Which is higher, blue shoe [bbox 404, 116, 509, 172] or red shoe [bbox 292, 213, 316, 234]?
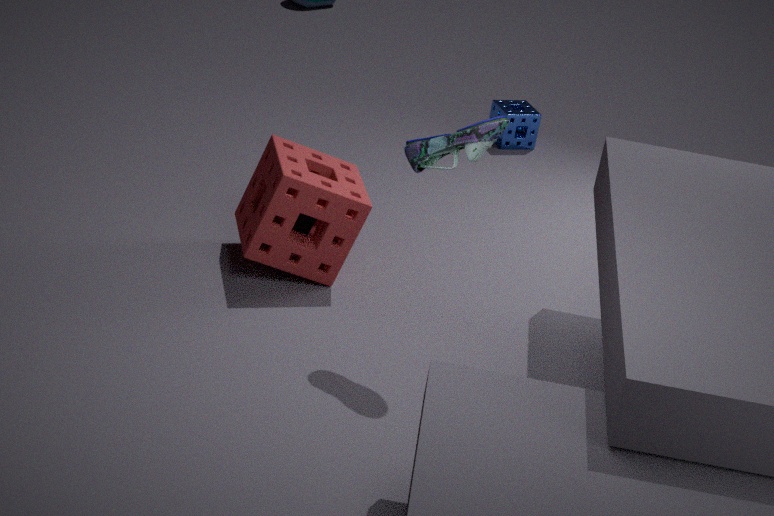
blue shoe [bbox 404, 116, 509, 172]
